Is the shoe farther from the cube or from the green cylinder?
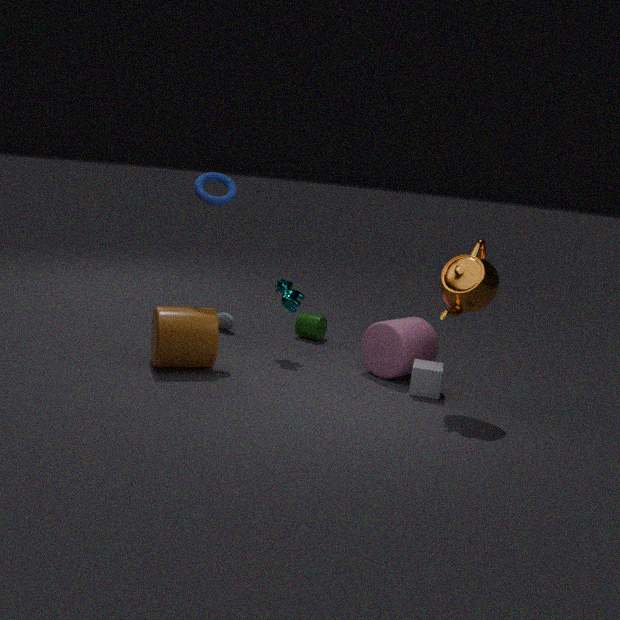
the cube
